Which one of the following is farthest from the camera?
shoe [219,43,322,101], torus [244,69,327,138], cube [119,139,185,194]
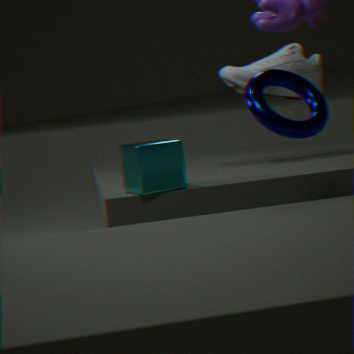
shoe [219,43,322,101]
